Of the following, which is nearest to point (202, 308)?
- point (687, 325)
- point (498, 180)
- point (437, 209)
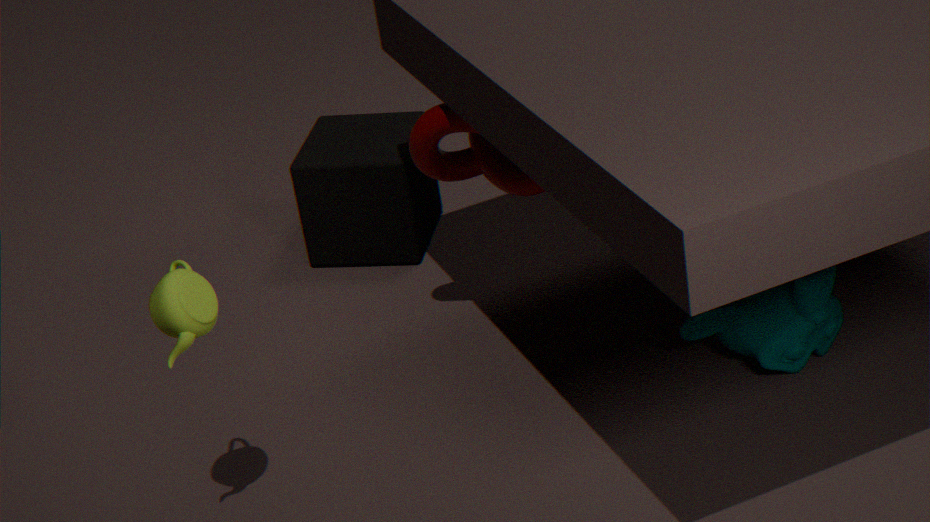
point (498, 180)
